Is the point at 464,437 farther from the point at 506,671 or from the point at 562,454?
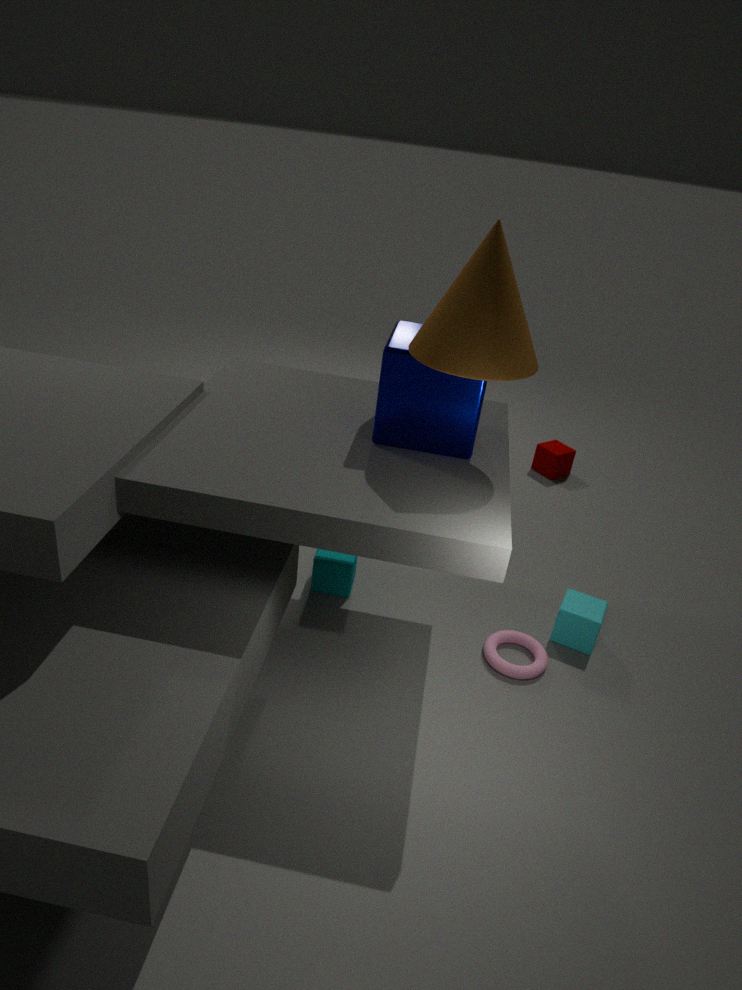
the point at 562,454
